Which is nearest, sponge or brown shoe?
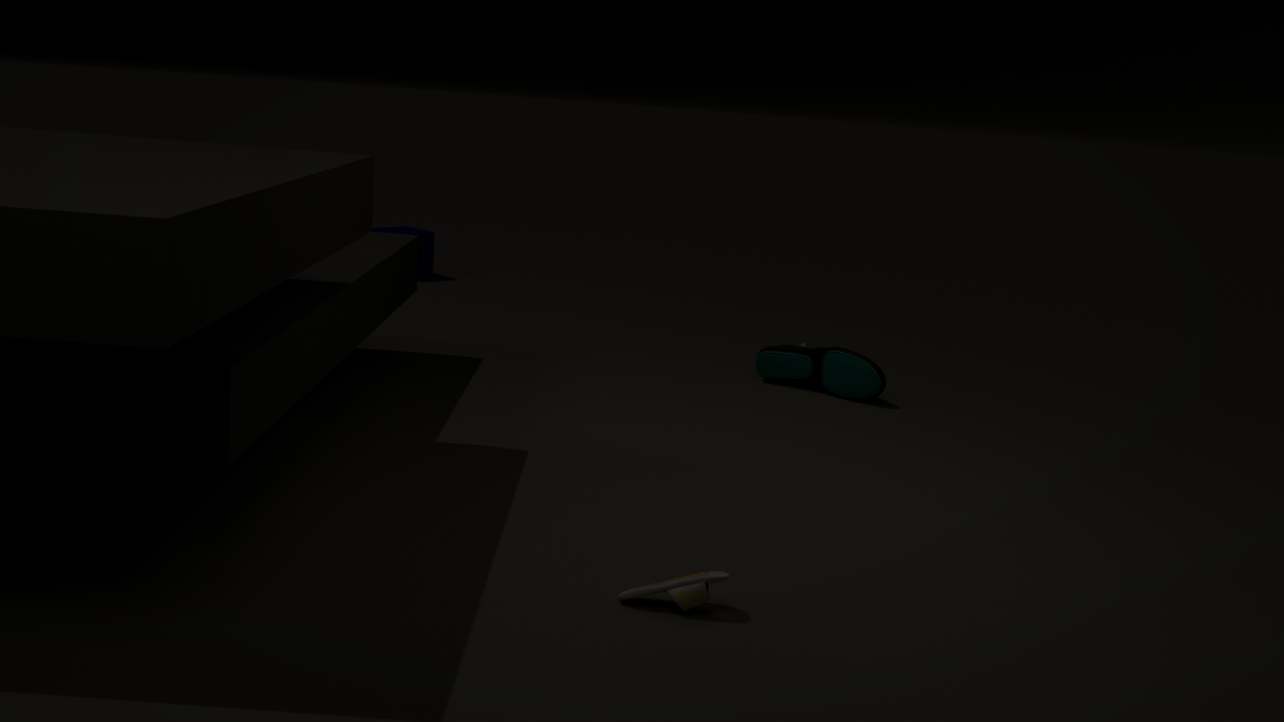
brown shoe
